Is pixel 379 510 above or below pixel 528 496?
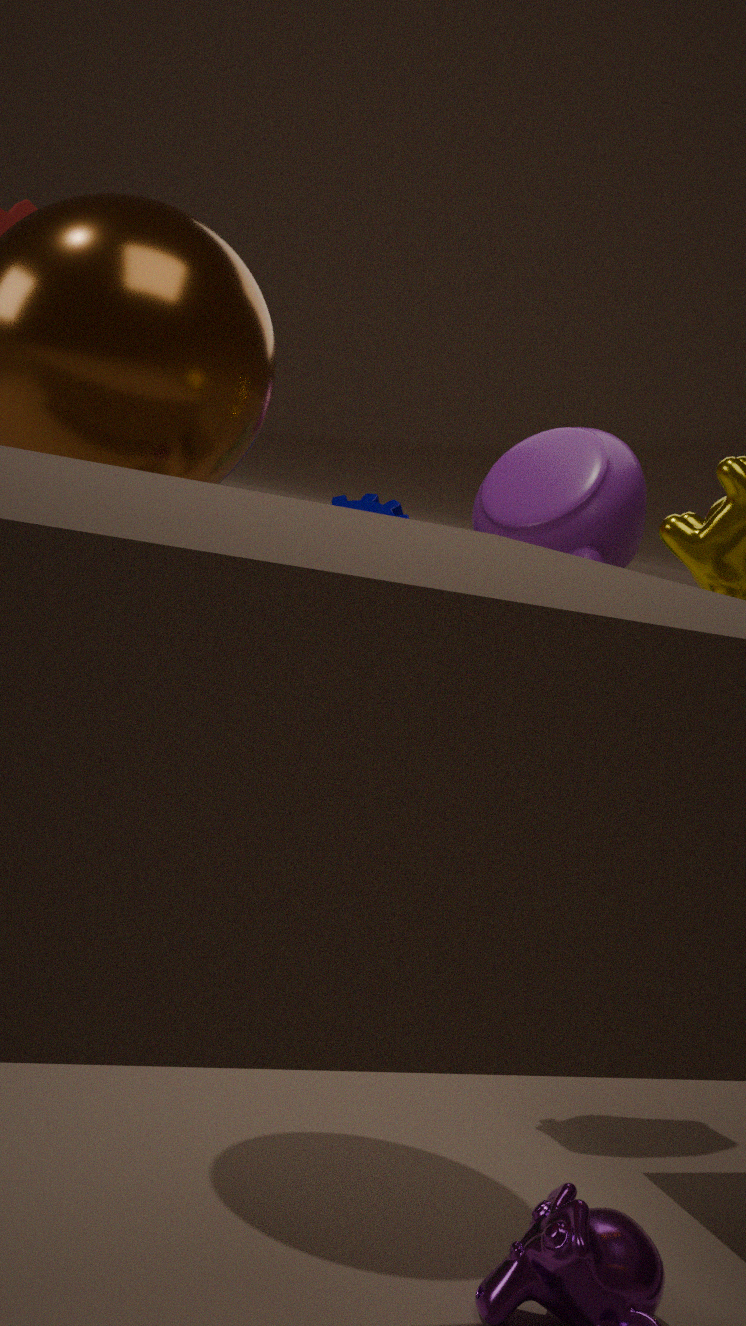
below
